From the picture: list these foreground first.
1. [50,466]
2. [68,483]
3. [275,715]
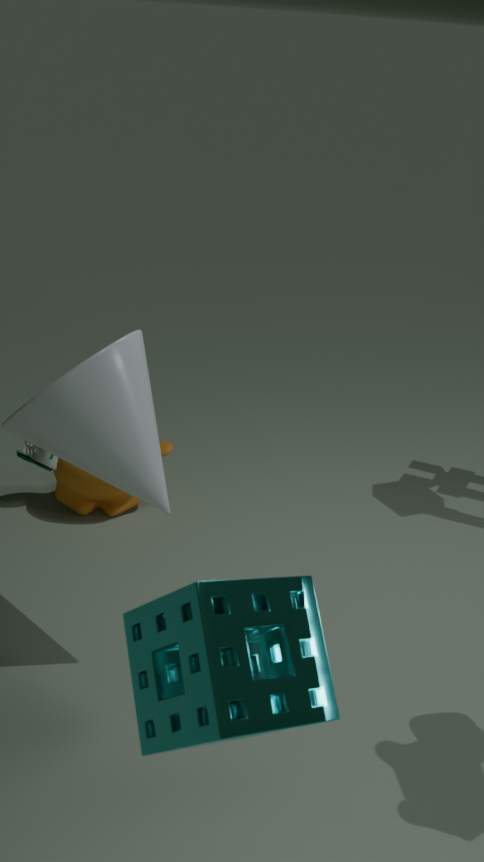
[275,715] → [50,466] → [68,483]
